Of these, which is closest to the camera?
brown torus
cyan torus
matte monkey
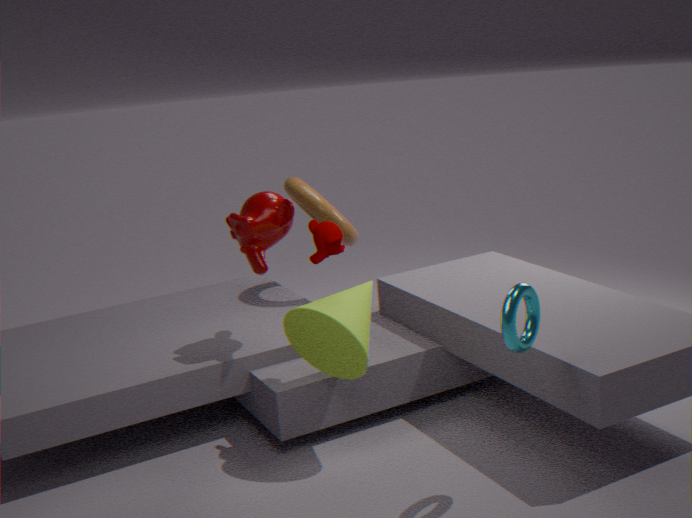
cyan torus
